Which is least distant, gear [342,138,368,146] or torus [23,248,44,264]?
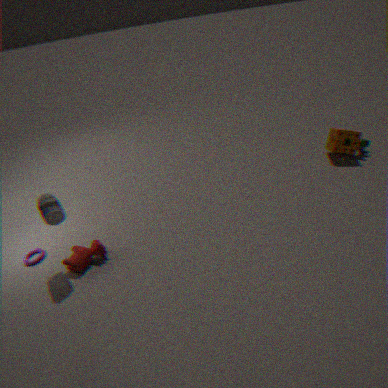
torus [23,248,44,264]
